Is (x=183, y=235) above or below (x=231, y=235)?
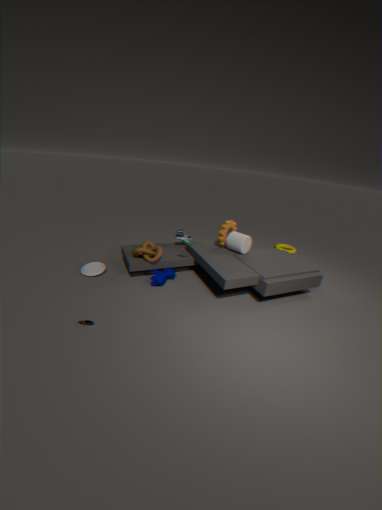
below
